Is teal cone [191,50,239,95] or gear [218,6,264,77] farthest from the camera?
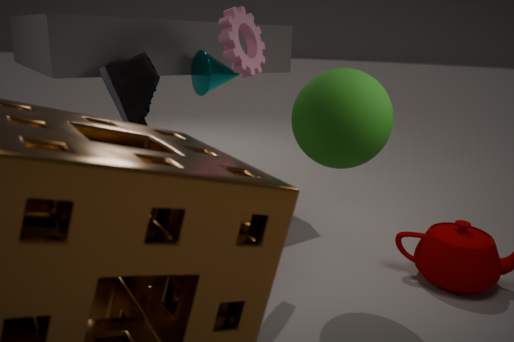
teal cone [191,50,239,95]
